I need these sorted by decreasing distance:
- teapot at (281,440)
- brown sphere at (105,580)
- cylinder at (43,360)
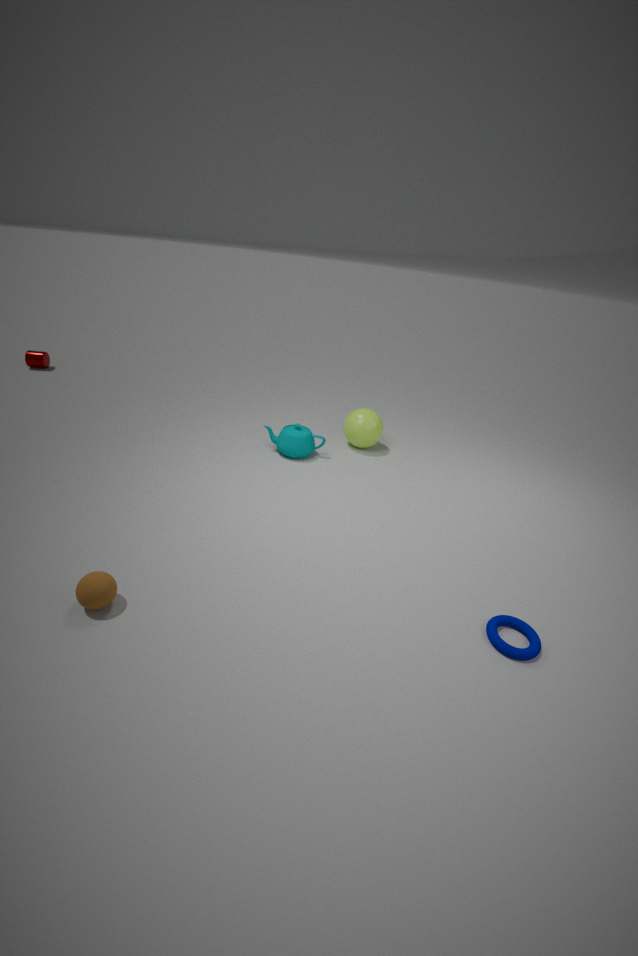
cylinder at (43,360), teapot at (281,440), brown sphere at (105,580)
